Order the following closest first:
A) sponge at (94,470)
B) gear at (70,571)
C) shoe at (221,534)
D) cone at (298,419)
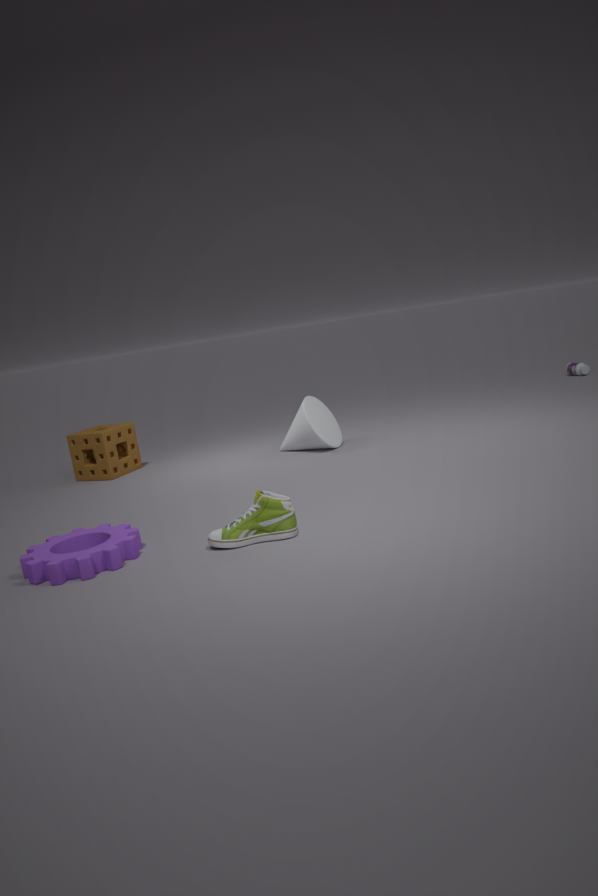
gear at (70,571) < shoe at (221,534) < cone at (298,419) < sponge at (94,470)
